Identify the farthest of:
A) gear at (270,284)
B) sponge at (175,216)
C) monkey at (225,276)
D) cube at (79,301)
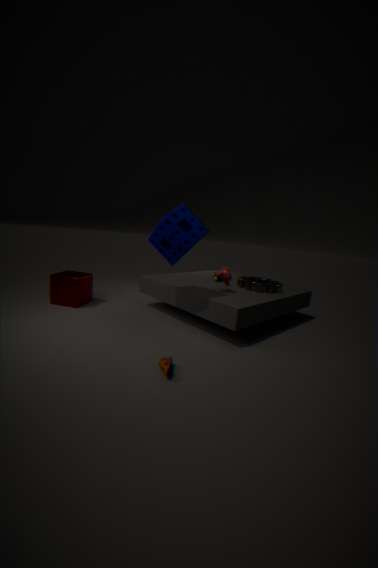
gear at (270,284)
